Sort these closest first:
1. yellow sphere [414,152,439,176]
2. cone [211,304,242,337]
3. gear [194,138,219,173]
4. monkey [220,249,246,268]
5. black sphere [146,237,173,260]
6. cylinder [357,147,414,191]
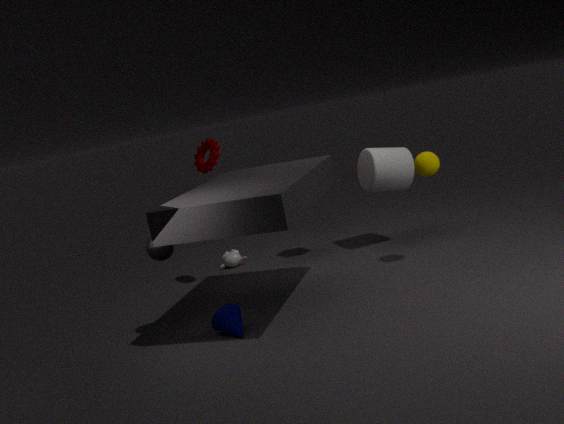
1. cone [211,304,242,337]
2. black sphere [146,237,173,260]
3. yellow sphere [414,152,439,176]
4. gear [194,138,219,173]
5. cylinder [357,147,414,191]
6. monkey [220,249,246,268]
